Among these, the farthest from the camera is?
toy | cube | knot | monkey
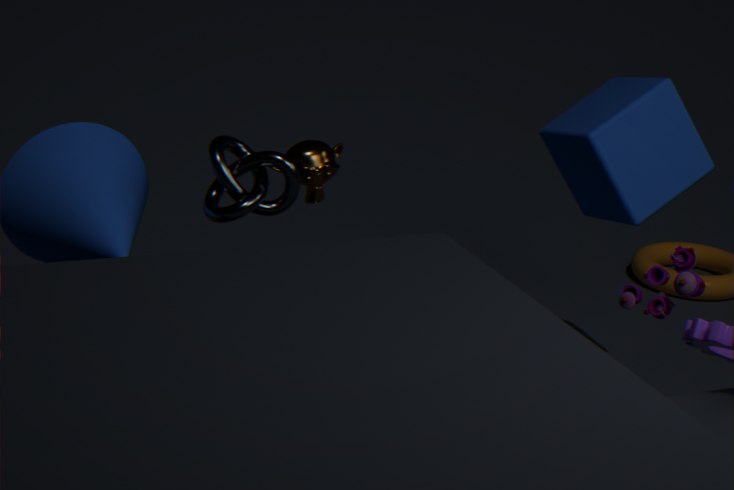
cube
